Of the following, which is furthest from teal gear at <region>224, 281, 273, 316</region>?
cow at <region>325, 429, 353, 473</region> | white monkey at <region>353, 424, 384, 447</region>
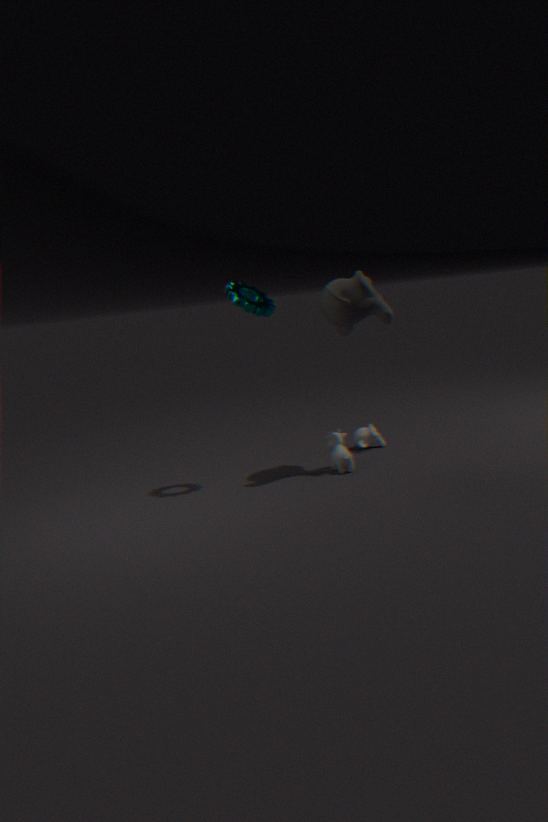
white monkey at <region>353, 424, 384, 447</region>
